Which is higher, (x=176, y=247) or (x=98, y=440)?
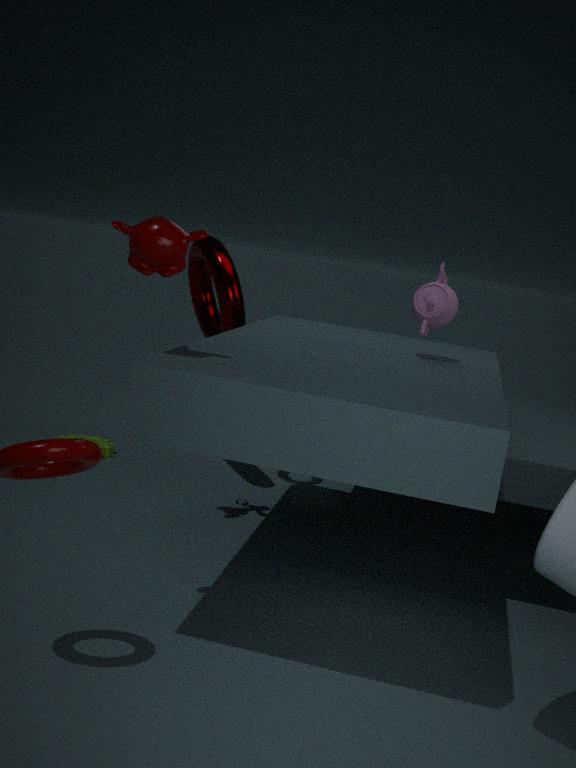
(x=176, y=247)
